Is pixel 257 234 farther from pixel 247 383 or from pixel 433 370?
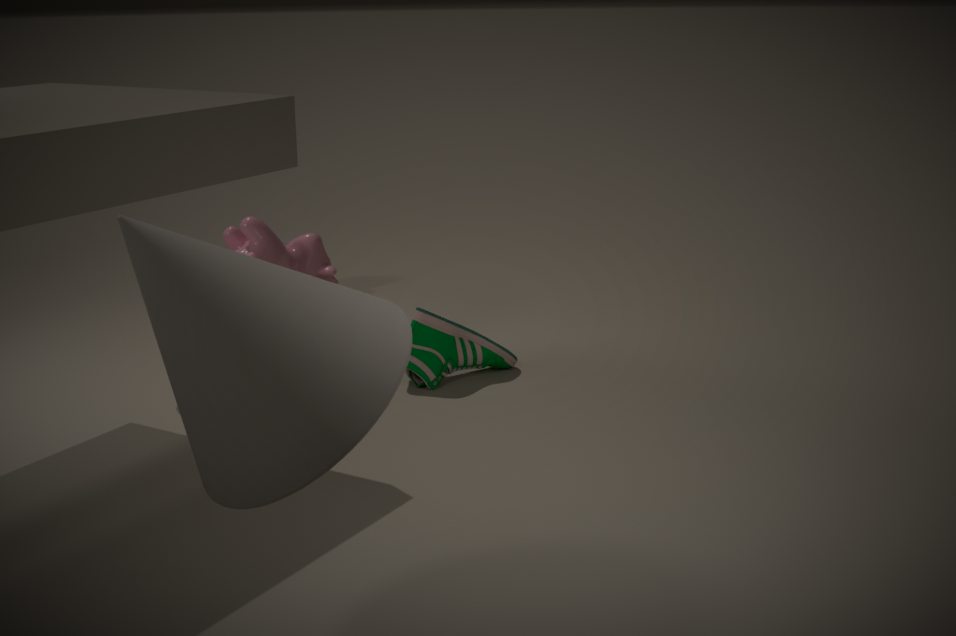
pixel 247 383
